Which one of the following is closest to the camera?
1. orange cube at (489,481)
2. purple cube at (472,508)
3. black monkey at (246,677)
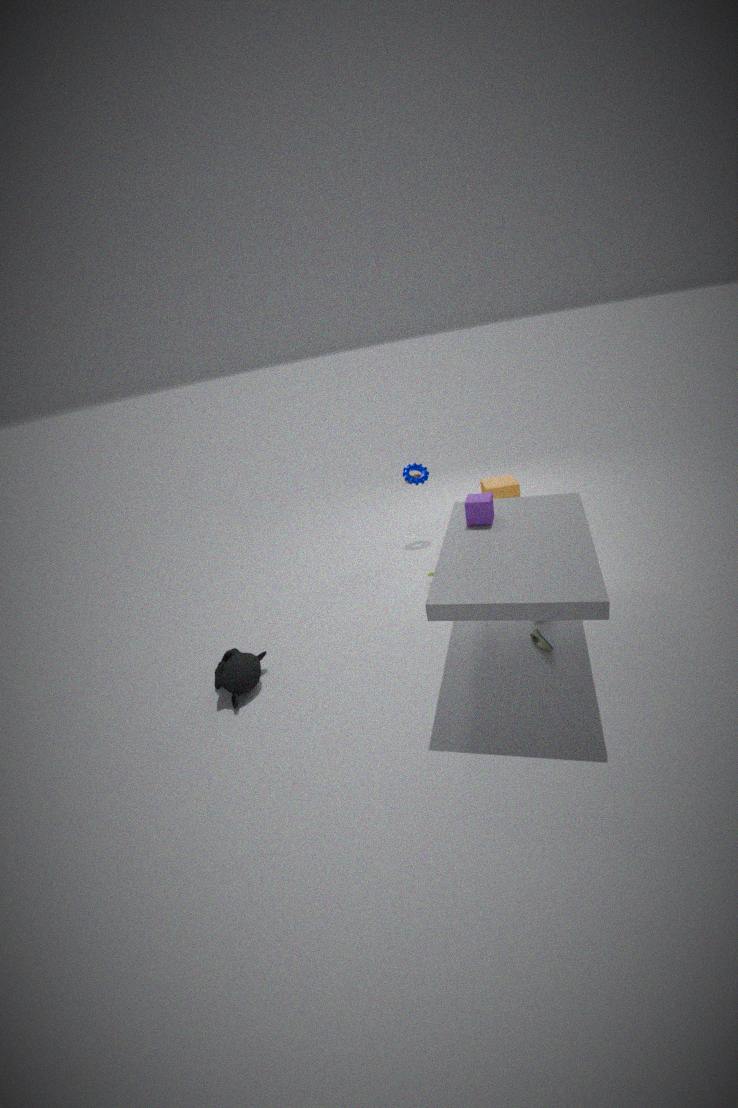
black monkey at (246,677)
